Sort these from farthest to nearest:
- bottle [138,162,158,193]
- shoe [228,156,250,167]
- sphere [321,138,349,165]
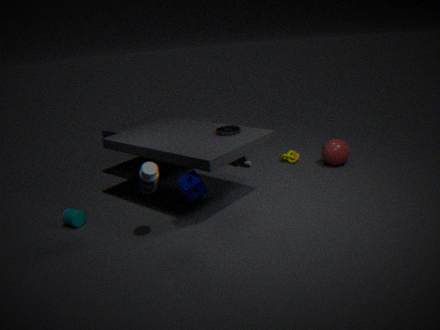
sphere [321,138,349,165], shoe [228,156,250,167], bottle [138,162,158,193]
